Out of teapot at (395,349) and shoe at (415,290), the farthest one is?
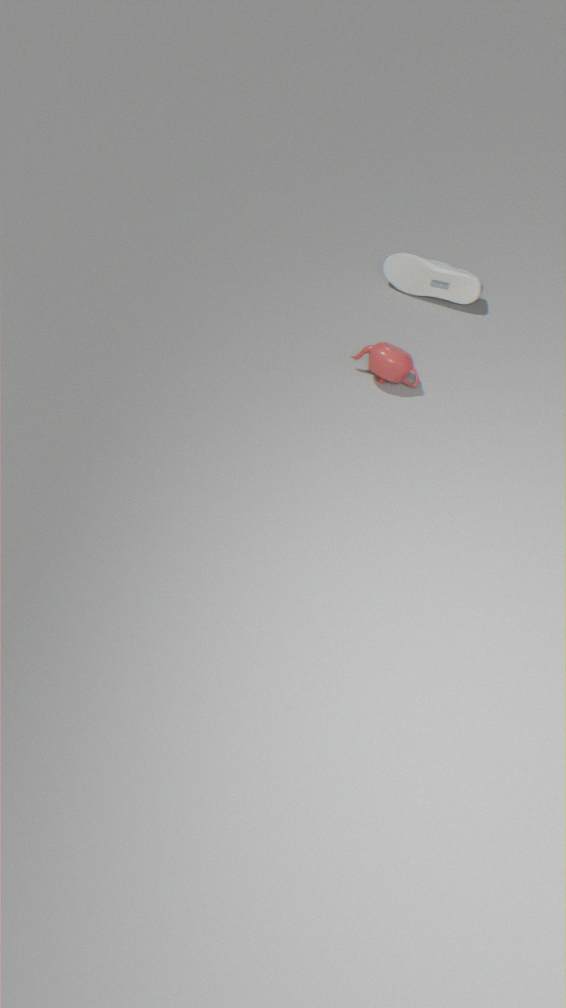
shoe at (415,290)
